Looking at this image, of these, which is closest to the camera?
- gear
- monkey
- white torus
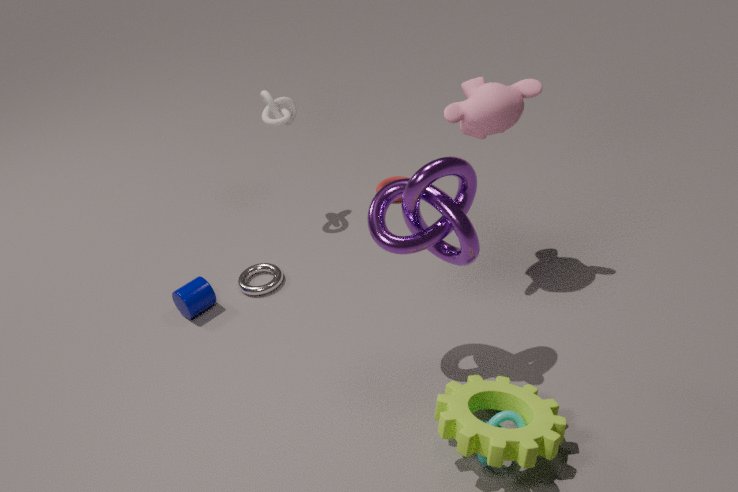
gear
